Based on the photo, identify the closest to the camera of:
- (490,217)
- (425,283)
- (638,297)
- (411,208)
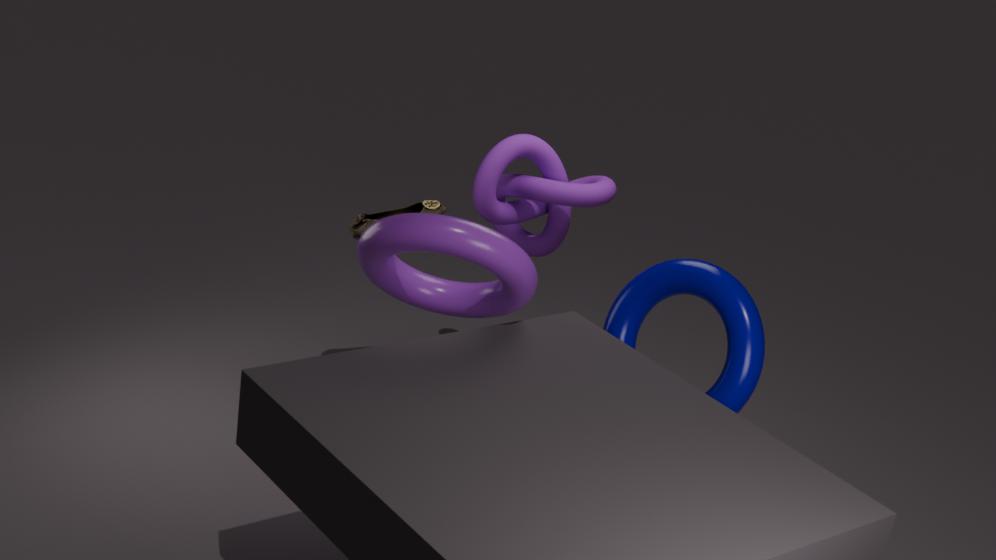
(425,283)
